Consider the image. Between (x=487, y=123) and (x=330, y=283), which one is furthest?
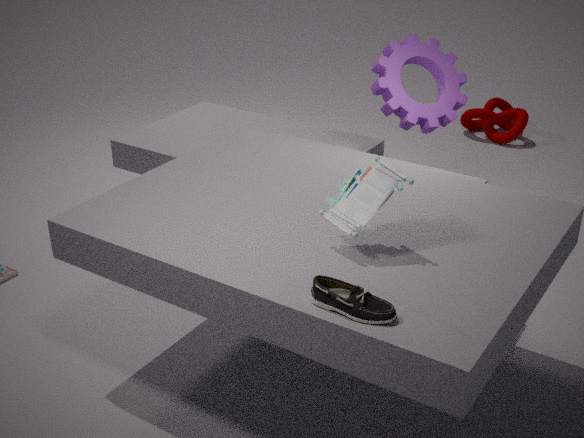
(x=487, y=123)
